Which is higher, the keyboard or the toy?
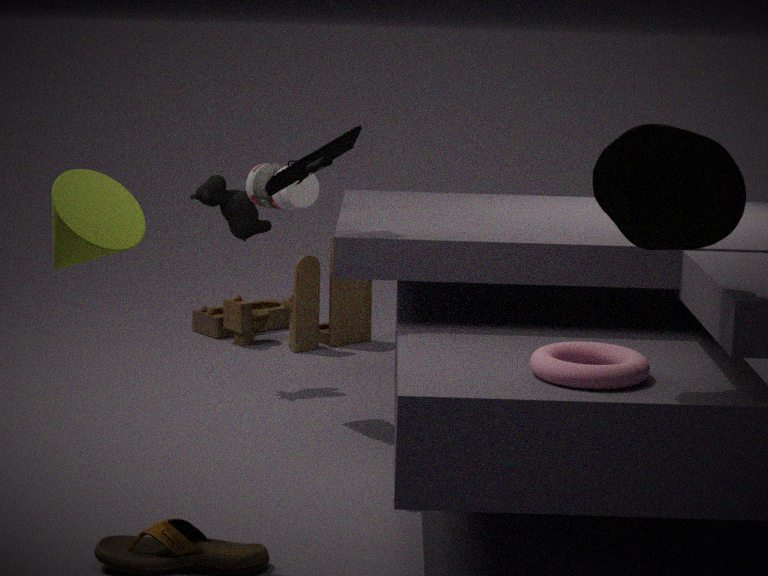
the keyboard
